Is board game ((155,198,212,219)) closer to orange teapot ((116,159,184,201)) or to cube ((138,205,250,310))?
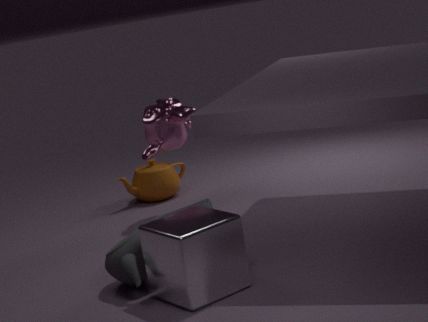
cube ((138,205,250,310))
